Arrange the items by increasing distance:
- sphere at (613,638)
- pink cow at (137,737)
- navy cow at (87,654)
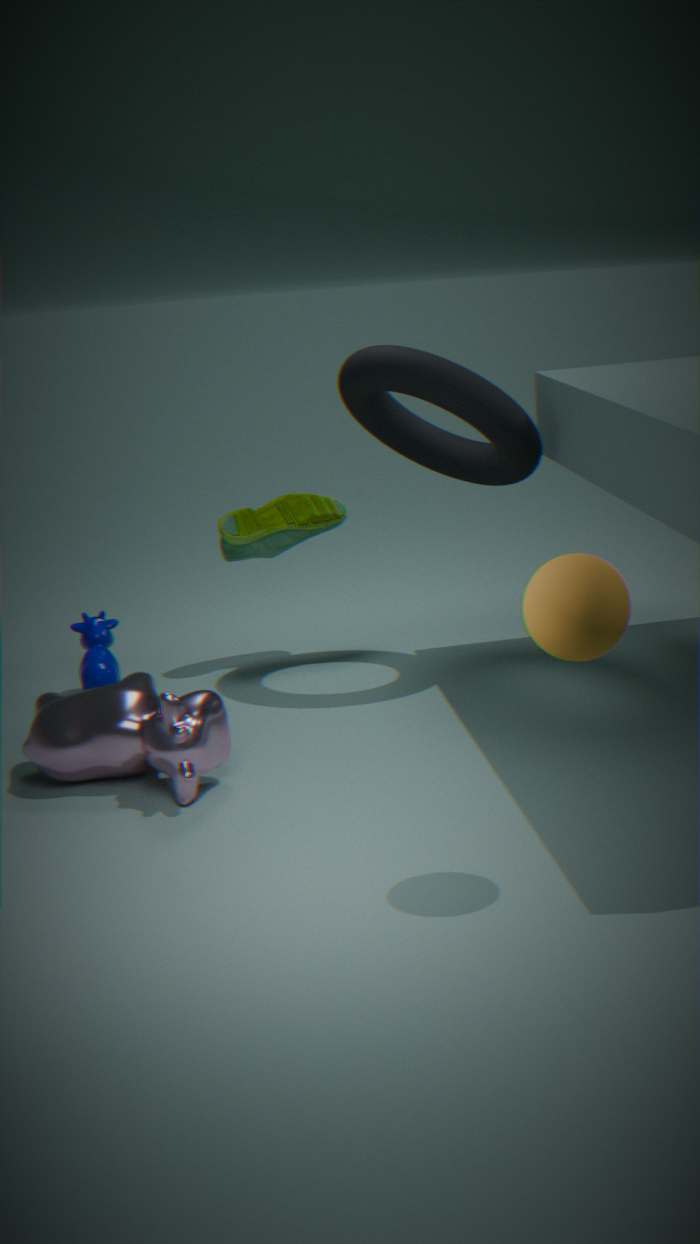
sphere at (613,638), pink cow at (137,737), navy cow at (87,654)
